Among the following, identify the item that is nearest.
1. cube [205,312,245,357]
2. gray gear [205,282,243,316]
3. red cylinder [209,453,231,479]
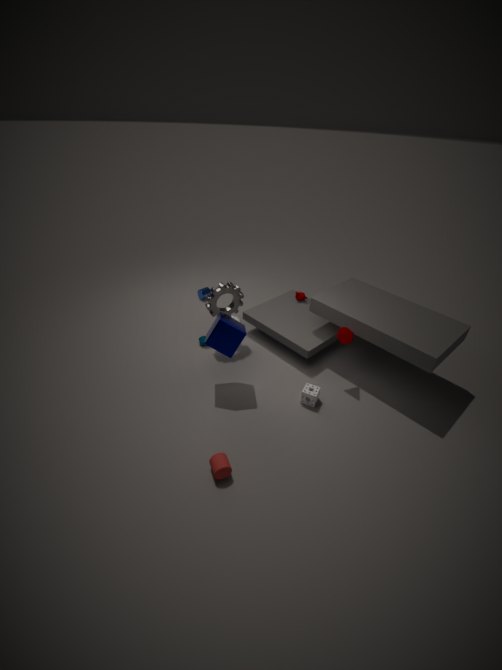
red cylinder [209,453,231,479]
